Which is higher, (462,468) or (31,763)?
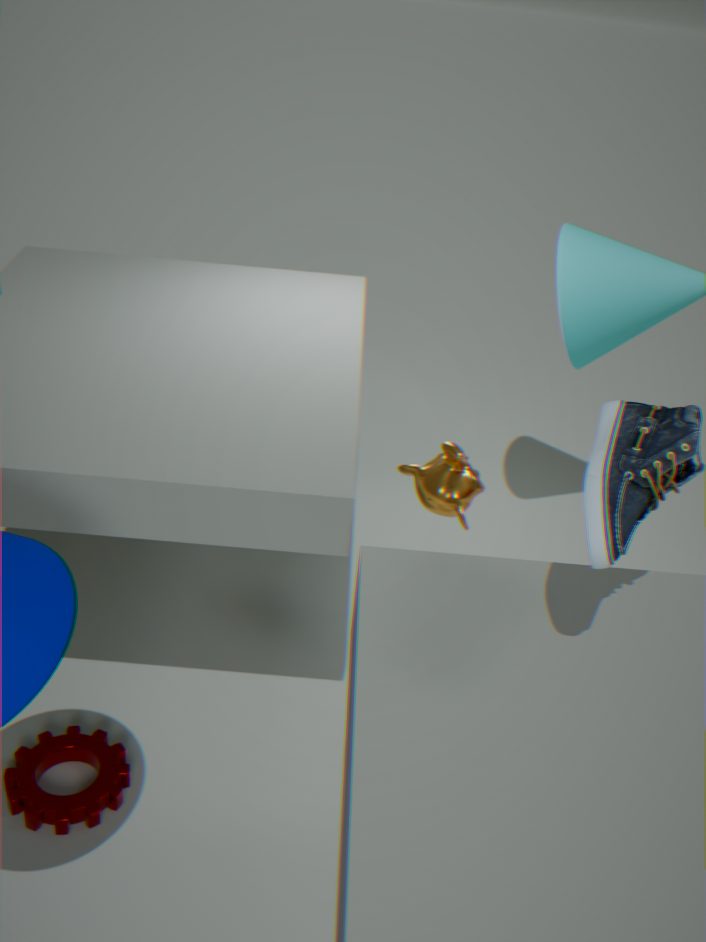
(462,468)
